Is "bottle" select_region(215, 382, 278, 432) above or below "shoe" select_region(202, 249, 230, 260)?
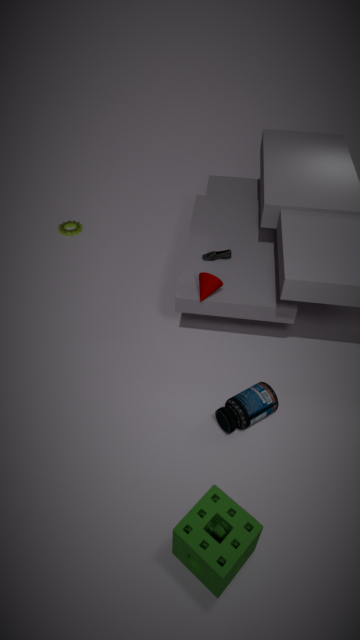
below
